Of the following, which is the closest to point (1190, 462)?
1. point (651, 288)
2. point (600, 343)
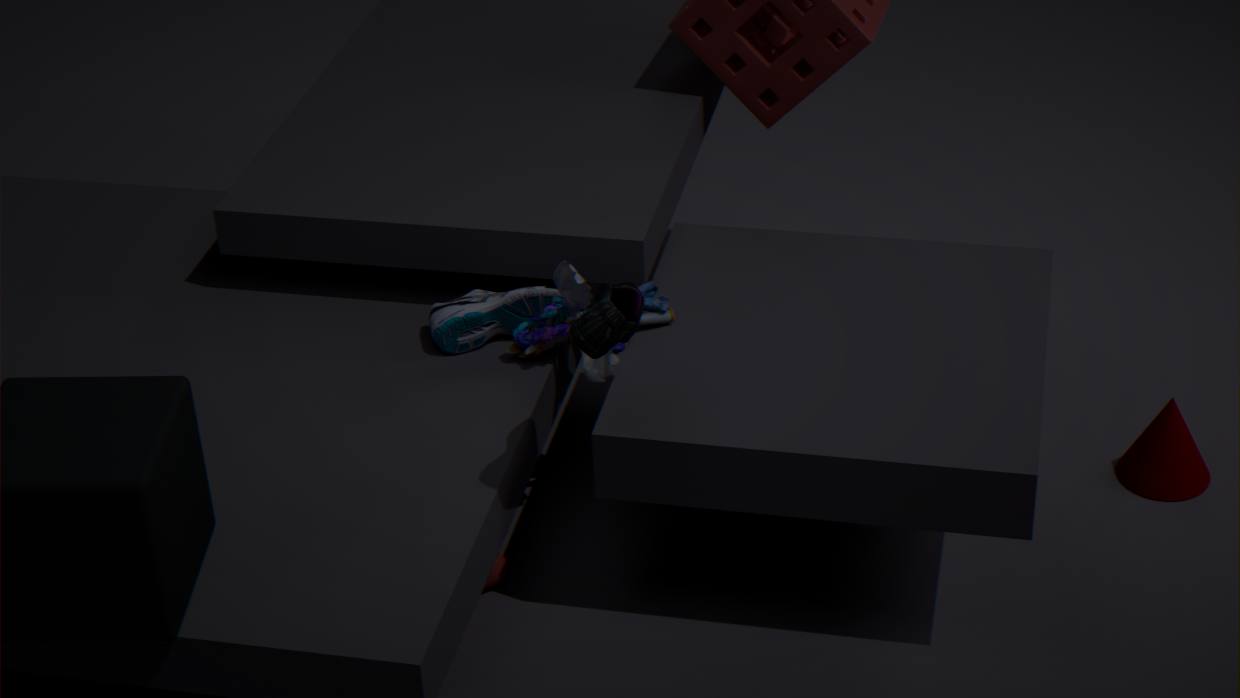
point (651, 288)
